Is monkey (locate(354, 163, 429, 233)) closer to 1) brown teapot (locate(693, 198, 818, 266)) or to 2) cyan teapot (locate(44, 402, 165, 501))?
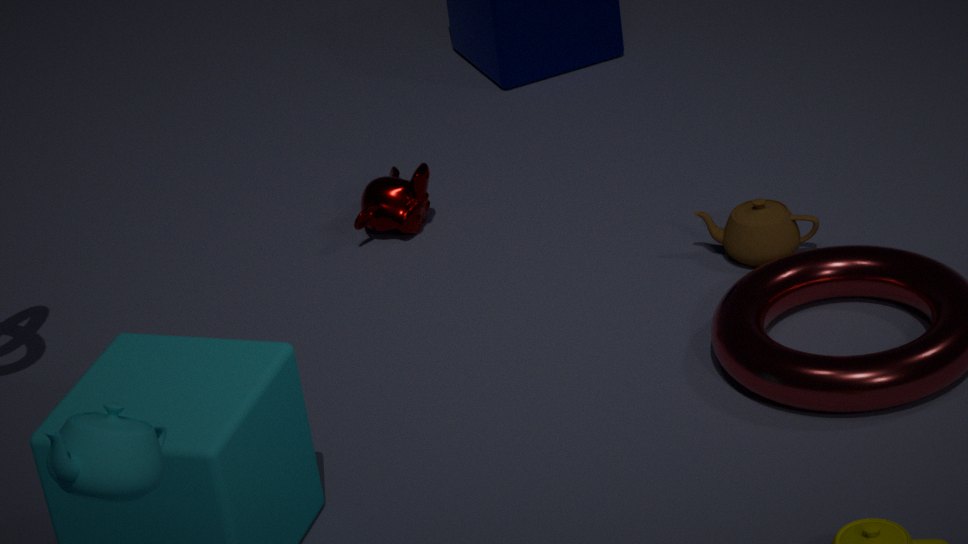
1) brown teapot (locate(693, 198, 818, 266))
